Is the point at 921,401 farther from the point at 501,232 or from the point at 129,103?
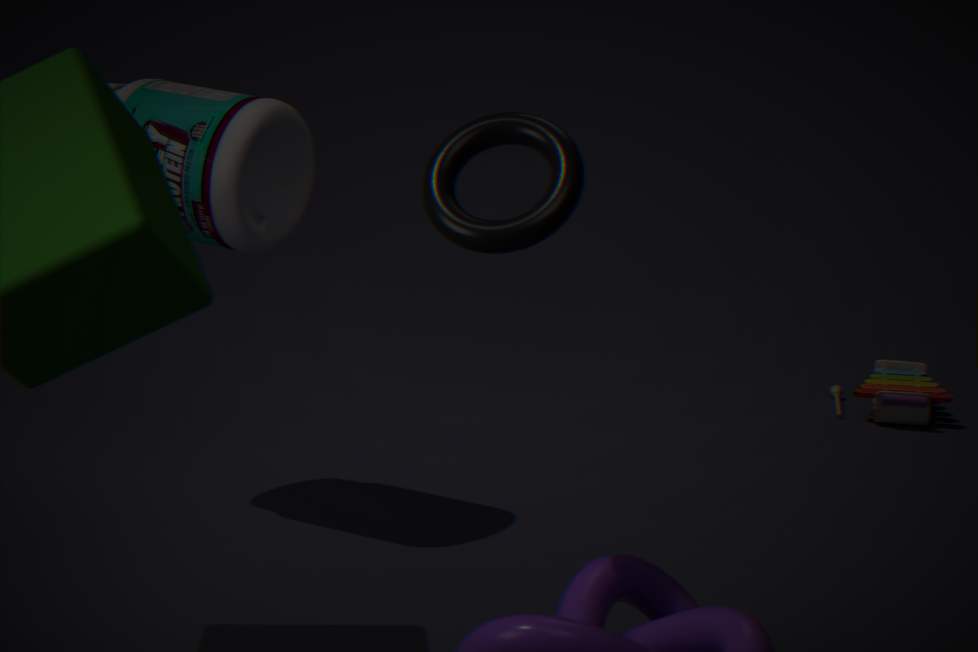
the point at 501,232
